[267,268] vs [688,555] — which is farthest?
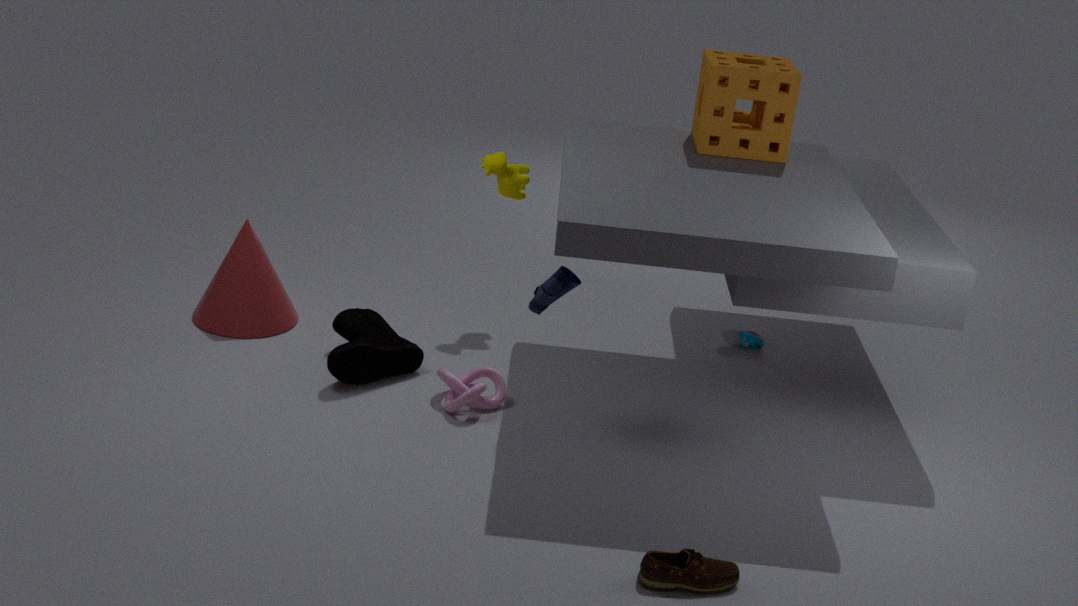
[267,268]
